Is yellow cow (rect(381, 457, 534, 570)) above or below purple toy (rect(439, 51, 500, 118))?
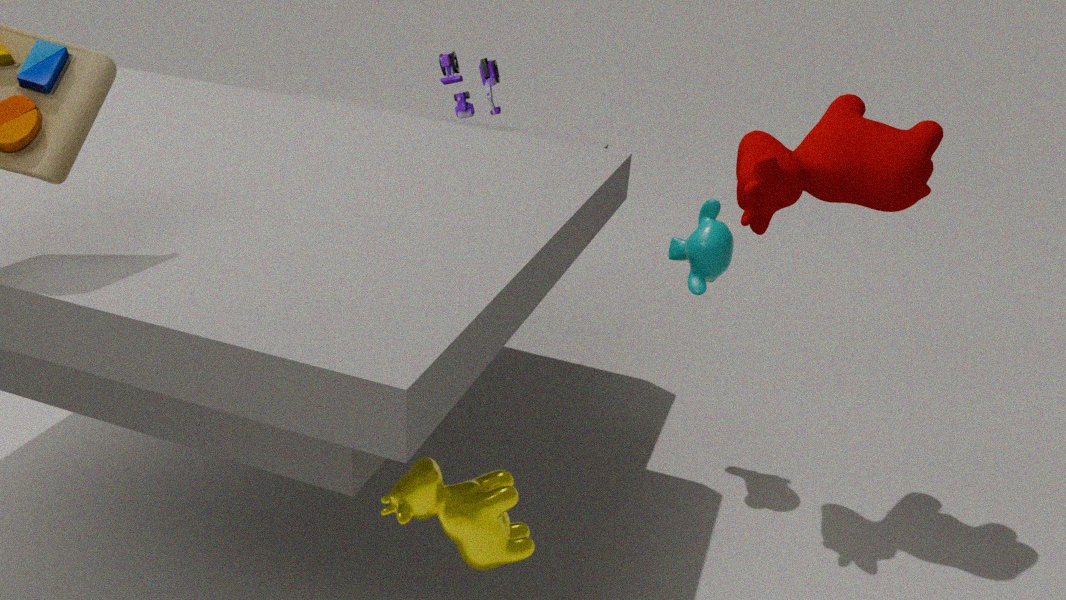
below
